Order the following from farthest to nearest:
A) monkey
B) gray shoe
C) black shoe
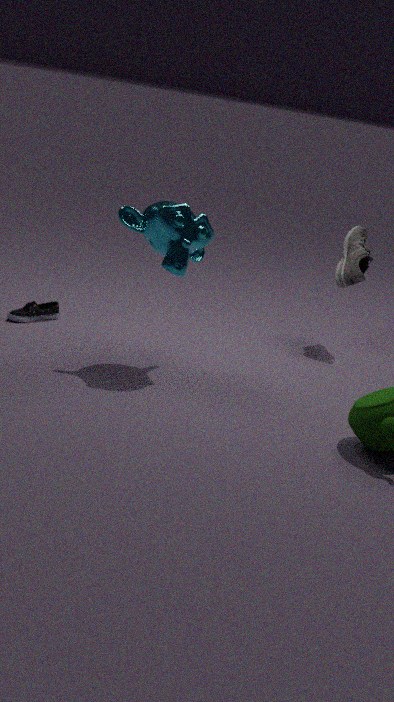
gray shoe, black shoe, monkey
